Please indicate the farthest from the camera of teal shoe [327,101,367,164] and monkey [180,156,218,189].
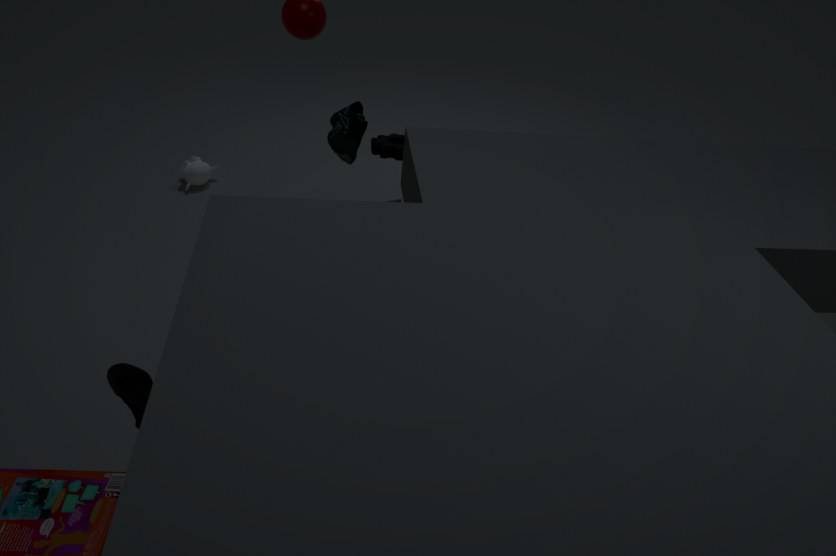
monkey [180,156,218,189]
